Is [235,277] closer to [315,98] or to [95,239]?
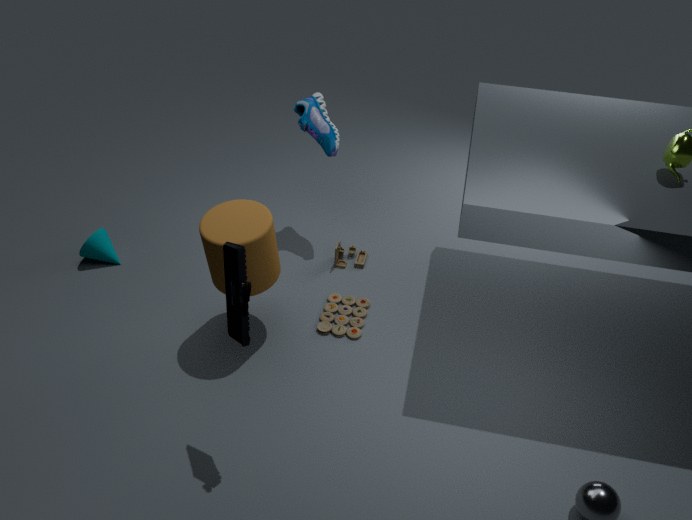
[315,98]
